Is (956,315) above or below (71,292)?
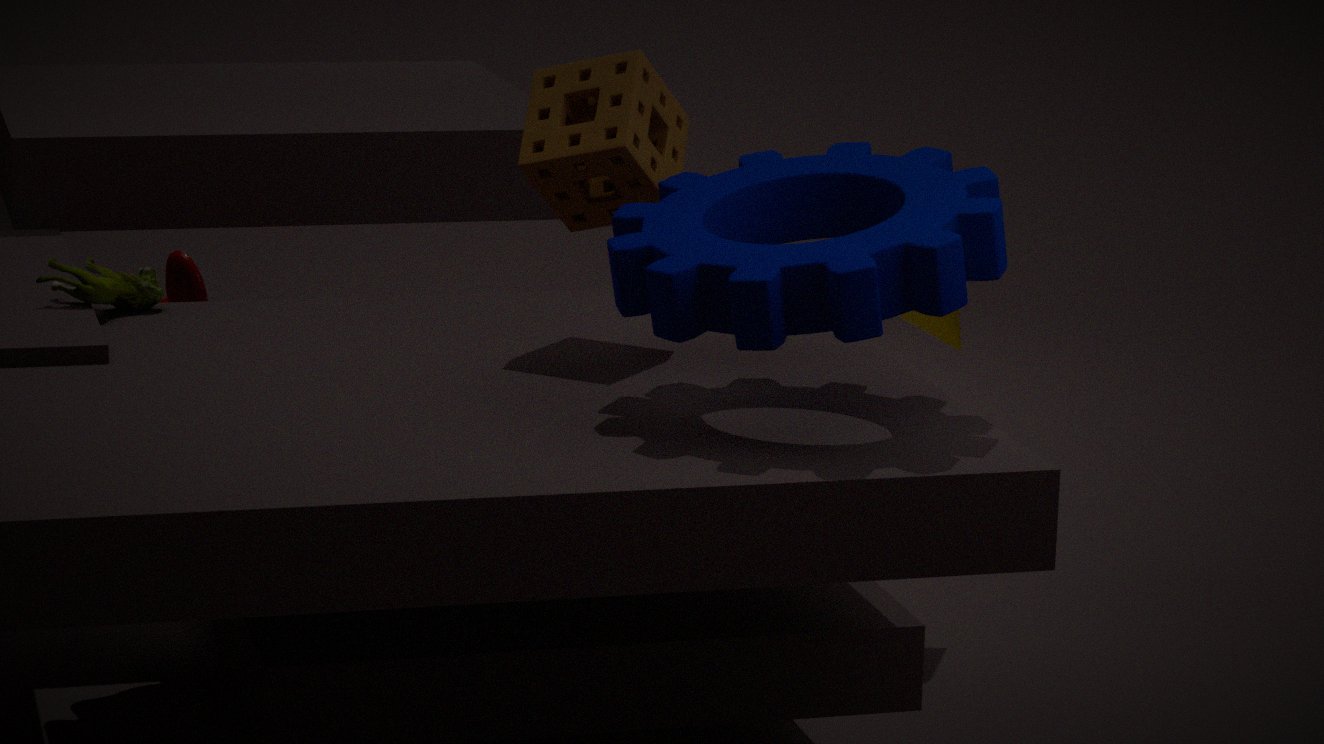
below
